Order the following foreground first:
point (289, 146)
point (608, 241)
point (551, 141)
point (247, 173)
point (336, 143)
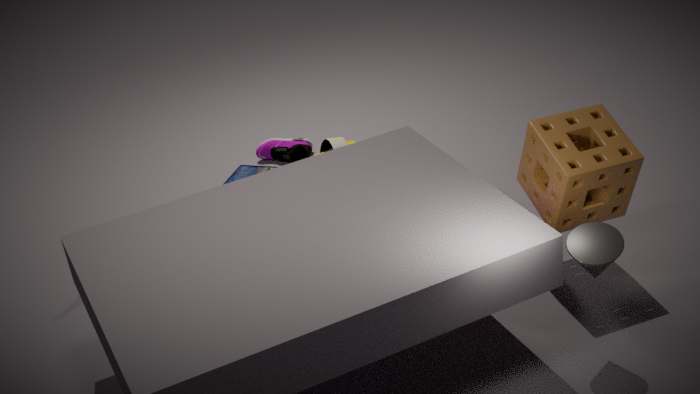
point (608, 241)
point (551, 141)
point (247, 173)
point (336, 143)
point (289, 146)
